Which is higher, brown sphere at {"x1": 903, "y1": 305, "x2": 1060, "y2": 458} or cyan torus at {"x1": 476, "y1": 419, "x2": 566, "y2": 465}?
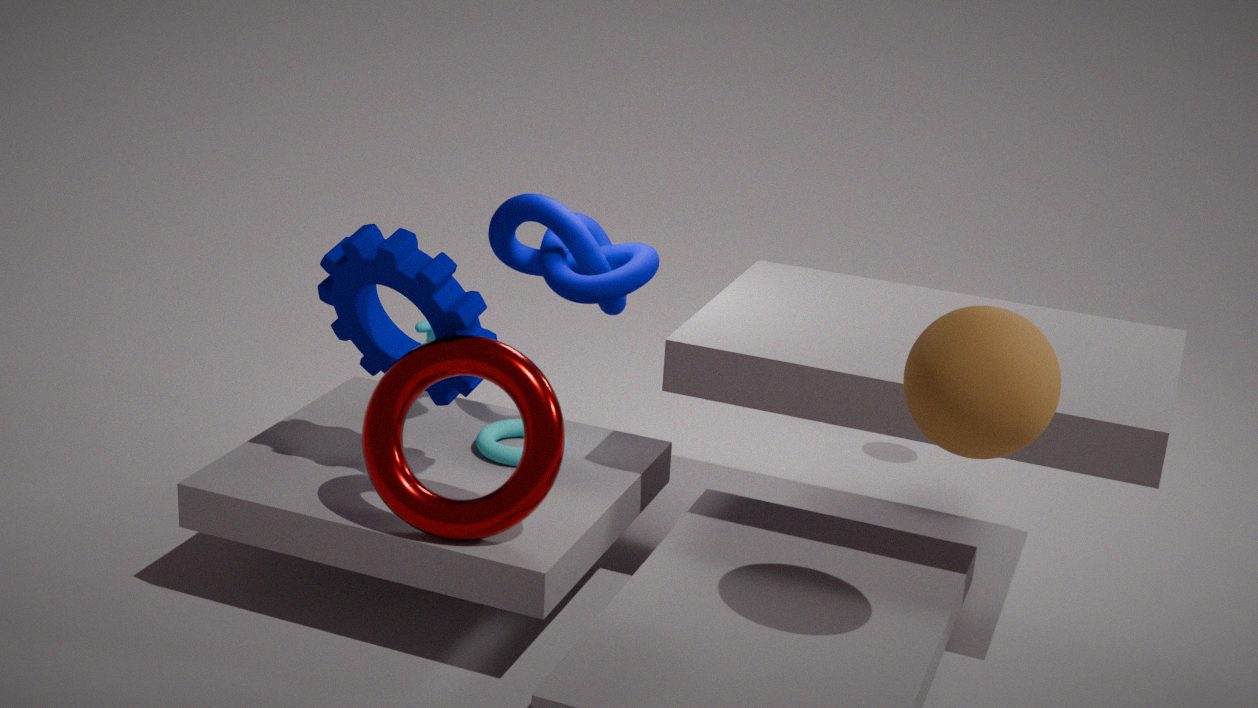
brown sphere at {"x1": 903, "y1": 305, "x2": 1060, "y2": 458}
